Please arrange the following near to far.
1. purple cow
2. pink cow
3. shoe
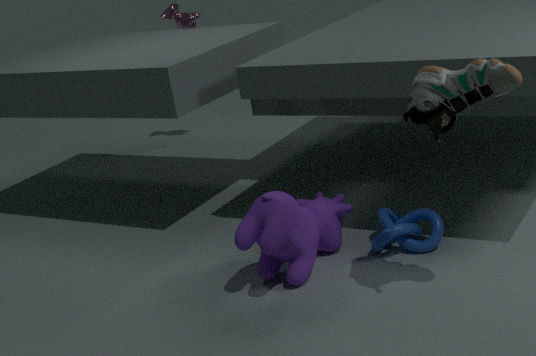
1. shoe
2. purple cow
3. pink cow
